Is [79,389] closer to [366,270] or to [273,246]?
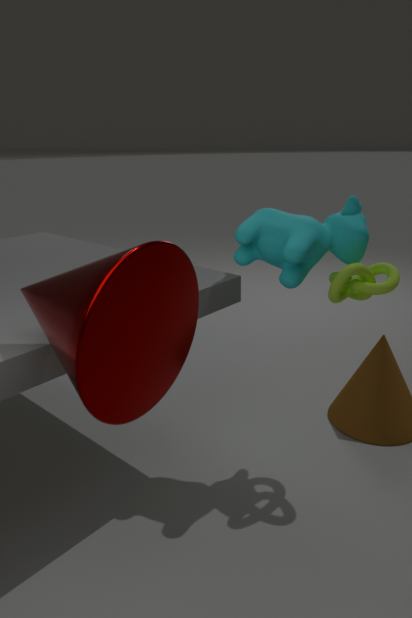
[273,246]
